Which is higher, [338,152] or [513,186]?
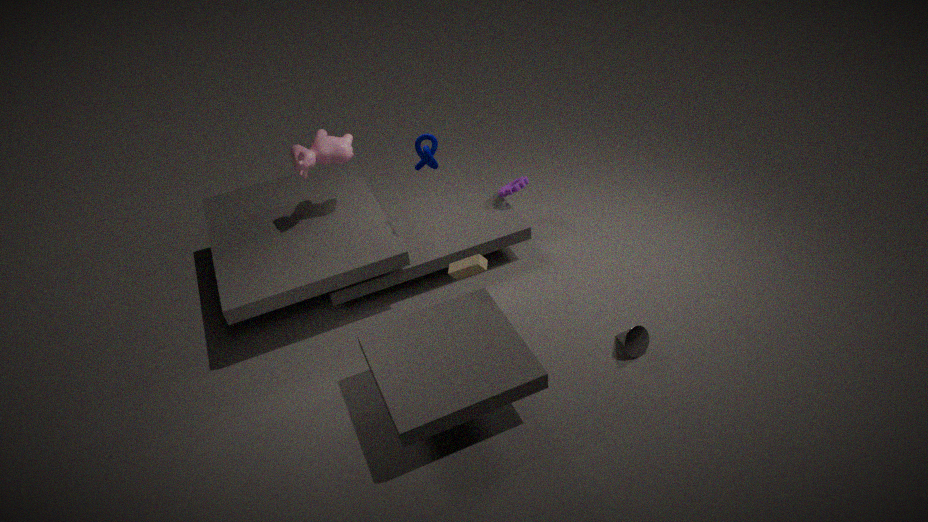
[338,152]
